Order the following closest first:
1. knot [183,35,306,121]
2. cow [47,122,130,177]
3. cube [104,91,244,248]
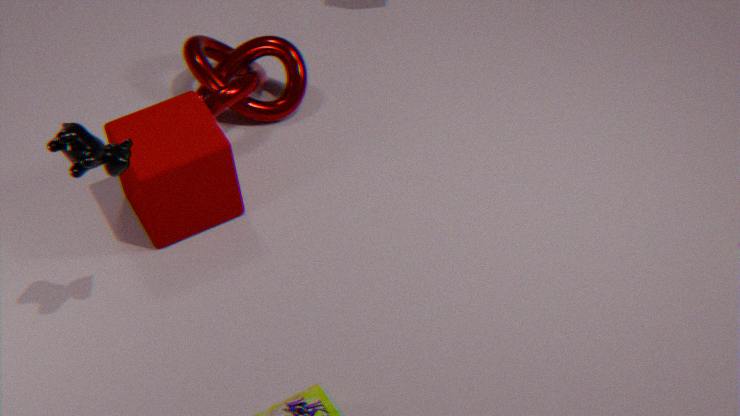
1. cow [47,122,130,177]
2. cube [104,91,244,248]
3. knot [183,35,306,121]
